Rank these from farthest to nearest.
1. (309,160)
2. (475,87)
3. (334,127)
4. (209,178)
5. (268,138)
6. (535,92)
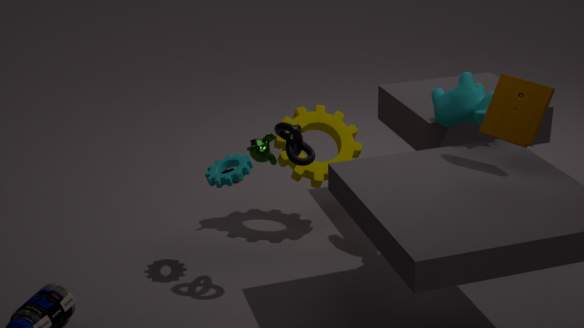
(268,138) < (334,127) < (475,87) < (209,178) < (309,160) < (535,92)
